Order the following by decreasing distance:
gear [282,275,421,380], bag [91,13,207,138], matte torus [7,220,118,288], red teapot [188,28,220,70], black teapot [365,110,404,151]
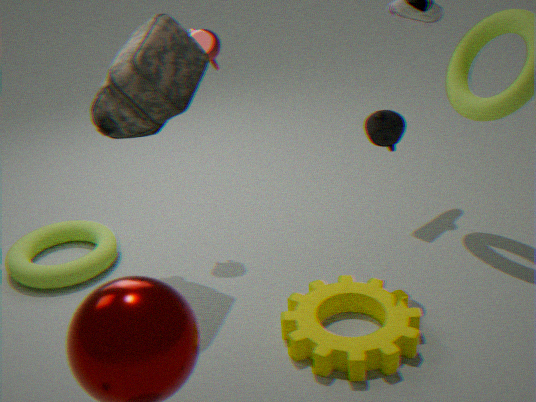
red teapot [188,28,220,70]
matte torus [7,220,118,288]
black teapot [365,110,404,151]
bag [91,13,207,138]
gear [282,275,421,380]
